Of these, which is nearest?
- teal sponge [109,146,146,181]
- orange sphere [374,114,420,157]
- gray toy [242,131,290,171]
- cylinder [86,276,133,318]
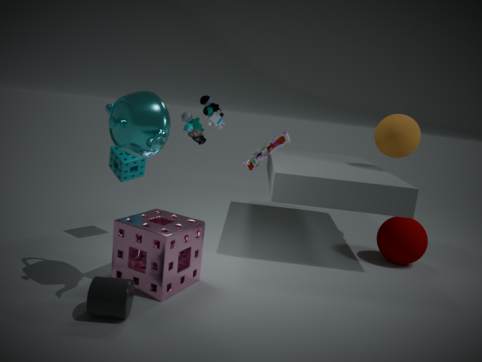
cylinder [86,276,133,318]
